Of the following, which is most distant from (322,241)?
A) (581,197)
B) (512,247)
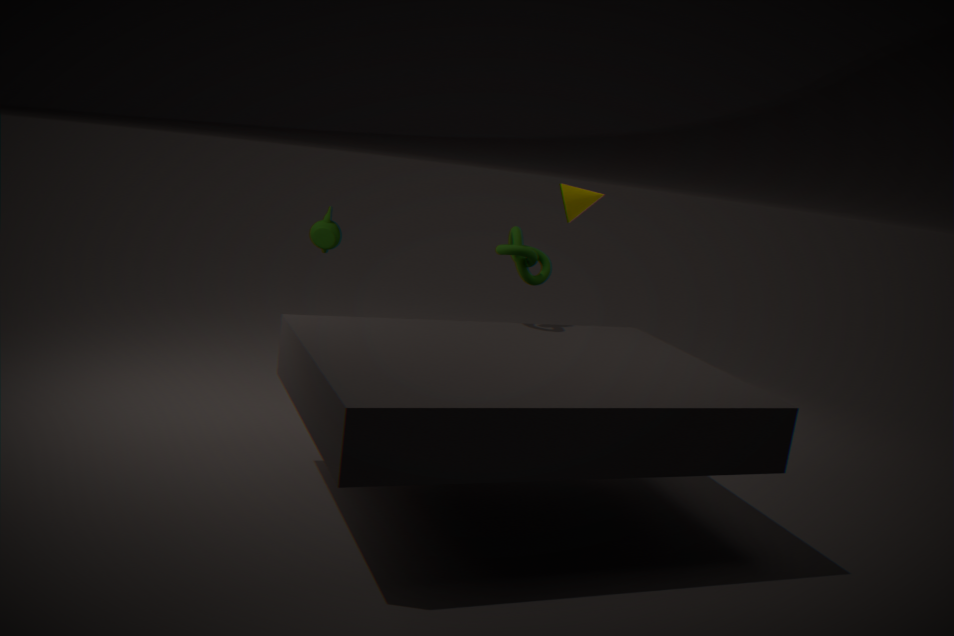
(512,247)
